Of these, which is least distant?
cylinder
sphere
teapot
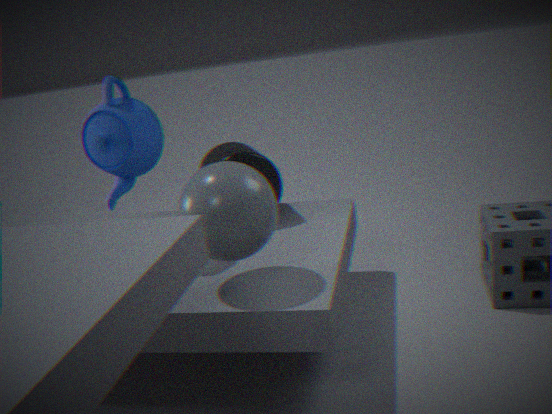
sphere
